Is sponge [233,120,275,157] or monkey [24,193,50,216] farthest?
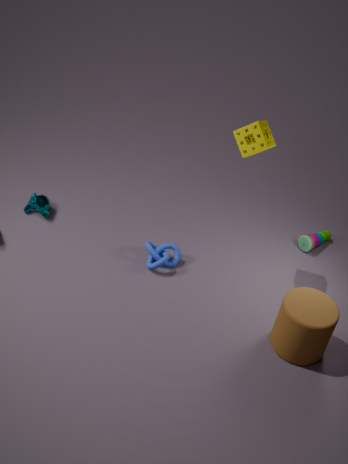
monkey [24,193,50,216]
